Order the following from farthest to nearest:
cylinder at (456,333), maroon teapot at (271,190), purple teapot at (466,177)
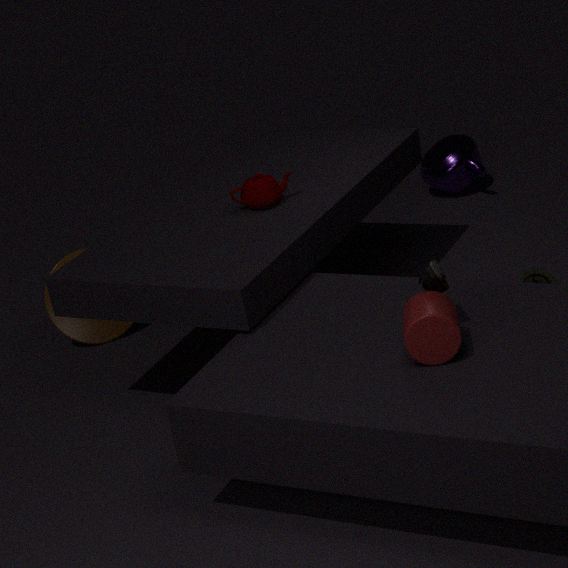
purple teapot at (466,177)
maroon teapot at (271,190)
cylinder at (456,333)
